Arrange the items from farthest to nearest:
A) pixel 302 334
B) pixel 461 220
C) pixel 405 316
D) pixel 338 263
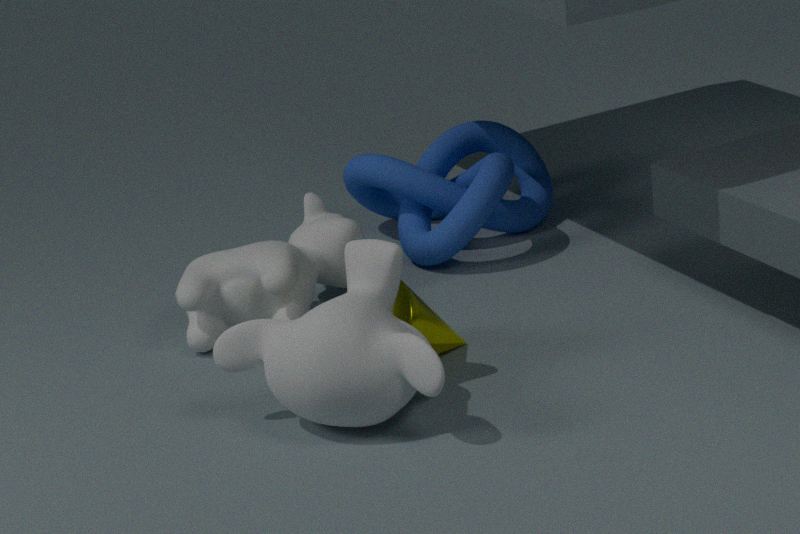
pixel 461 220 → pixel 338 263 → pixel 405 316 → pixel 302 334
